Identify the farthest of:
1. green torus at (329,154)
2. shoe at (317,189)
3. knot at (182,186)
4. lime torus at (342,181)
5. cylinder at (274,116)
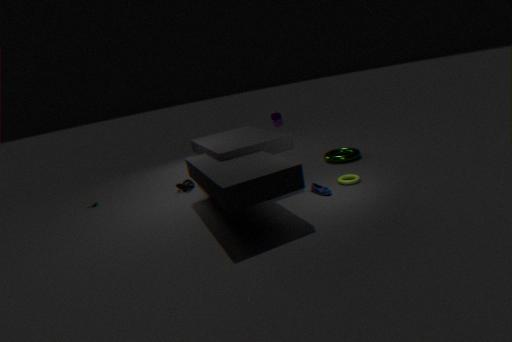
cylinder at (274,116)
